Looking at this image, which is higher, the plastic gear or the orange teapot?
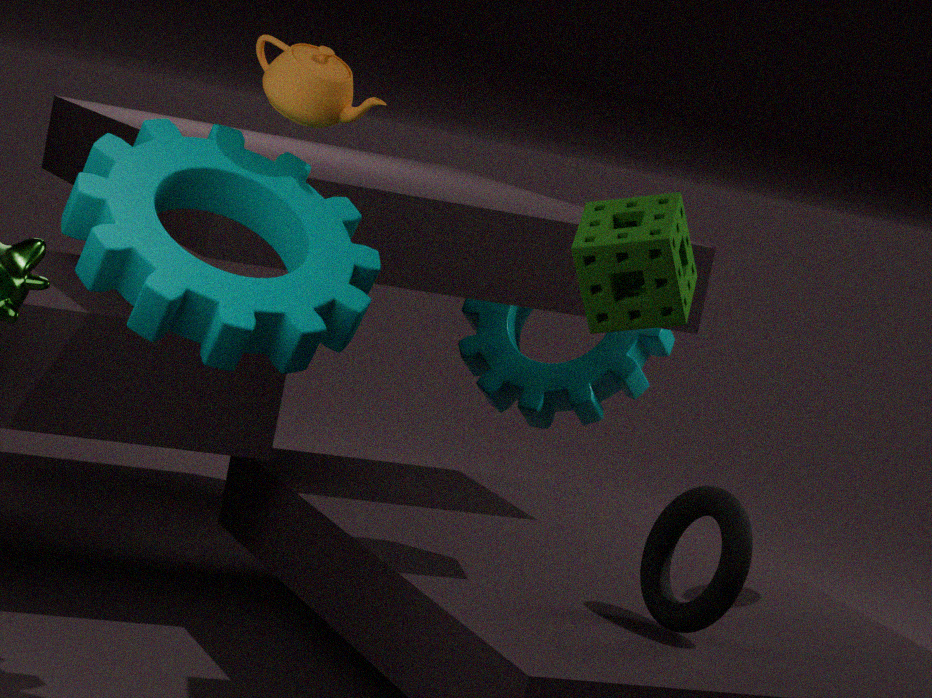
the orange teapot
